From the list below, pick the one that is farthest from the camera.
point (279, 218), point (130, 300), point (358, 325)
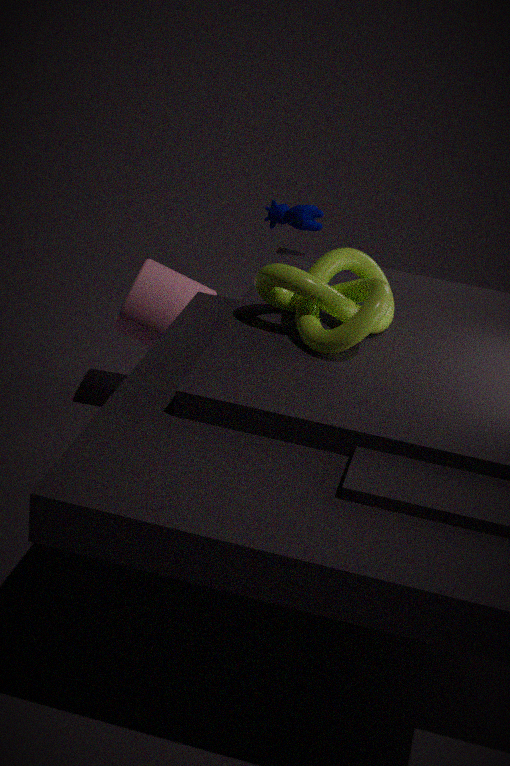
point (130, 300)
